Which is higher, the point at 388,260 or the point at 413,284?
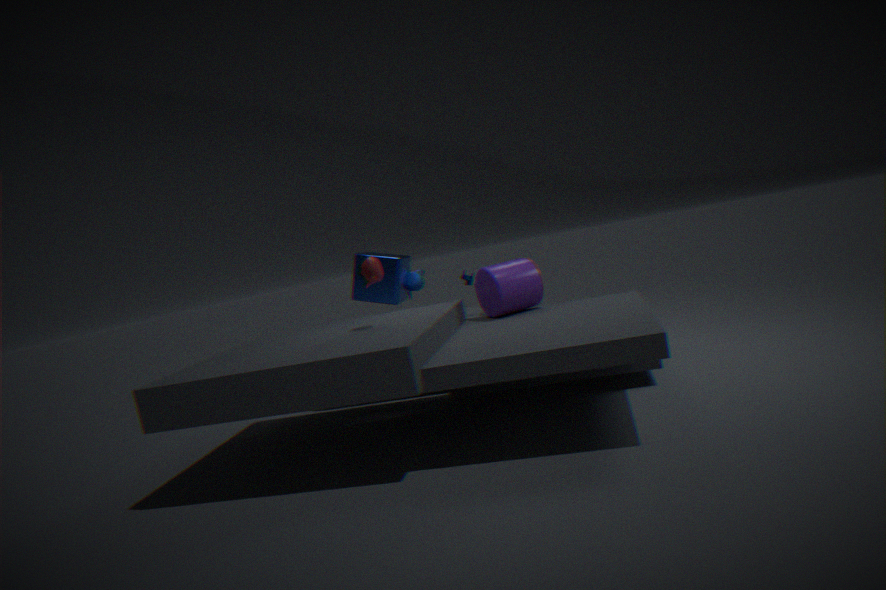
the point at 388,260
